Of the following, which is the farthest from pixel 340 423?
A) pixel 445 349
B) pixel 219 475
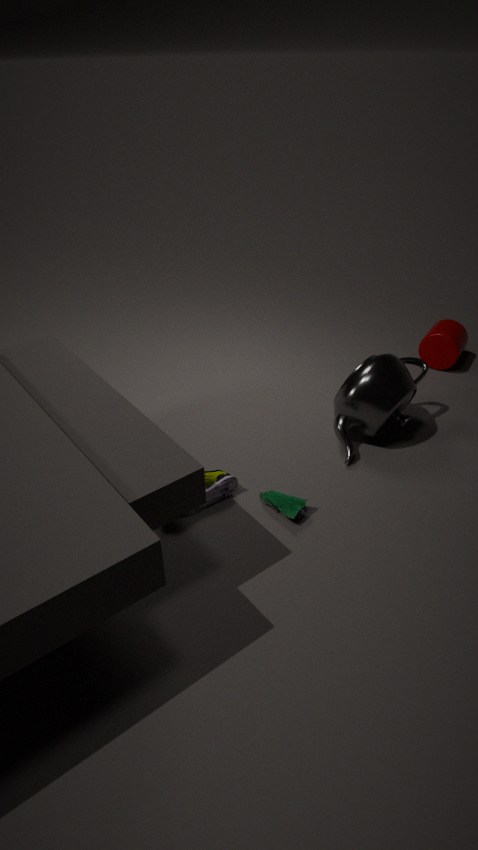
pixel 219 475
